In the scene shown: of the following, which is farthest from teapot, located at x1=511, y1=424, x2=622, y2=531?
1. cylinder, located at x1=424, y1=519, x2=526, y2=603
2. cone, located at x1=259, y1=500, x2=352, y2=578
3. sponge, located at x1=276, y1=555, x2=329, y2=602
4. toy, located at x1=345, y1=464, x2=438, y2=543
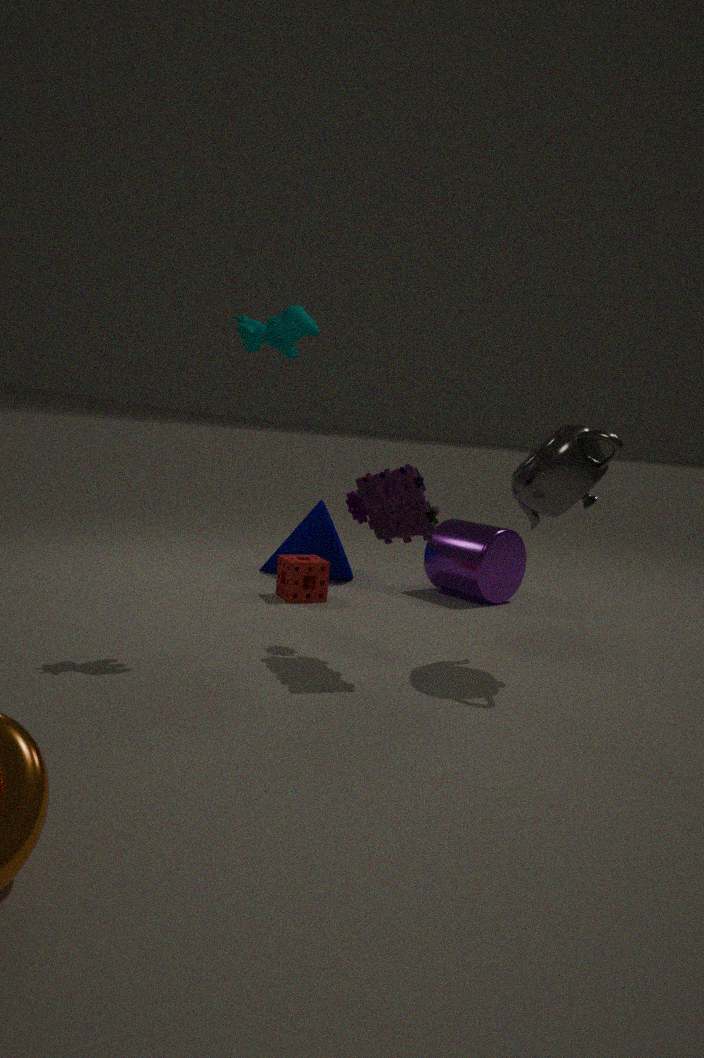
cone, located at x1=259, y1=500, x2=352, y2=578
